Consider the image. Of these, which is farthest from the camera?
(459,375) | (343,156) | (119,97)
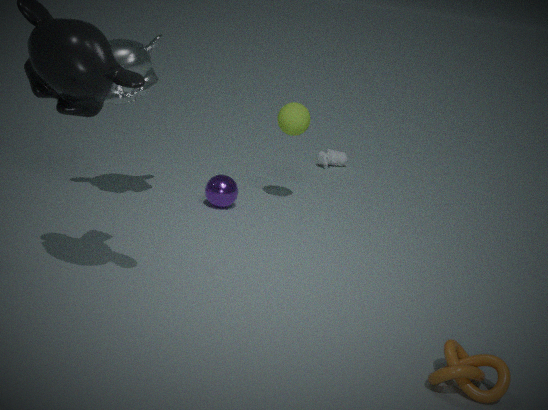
(343,156)
